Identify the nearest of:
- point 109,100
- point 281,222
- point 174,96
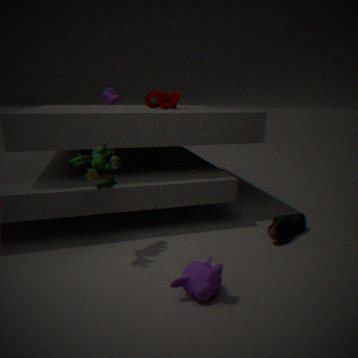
point 281,222
